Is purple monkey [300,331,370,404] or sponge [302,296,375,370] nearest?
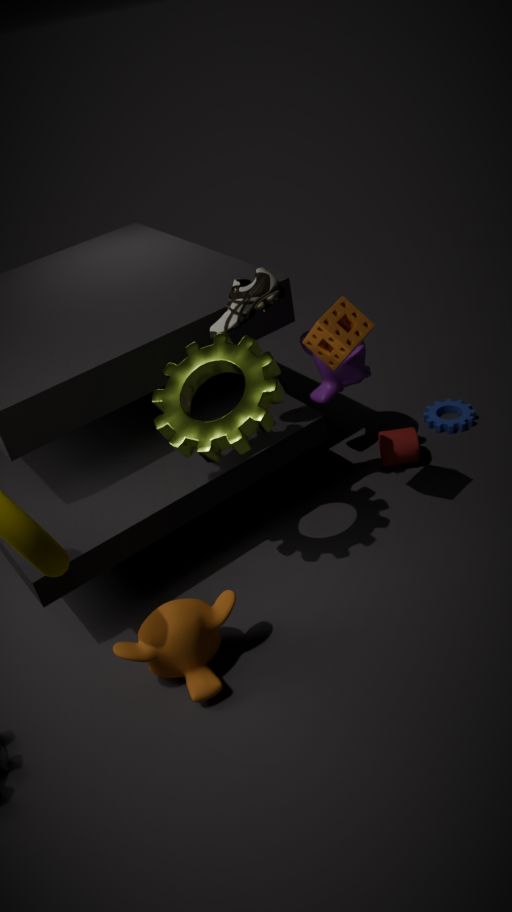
sponge [302,296,375,370]
